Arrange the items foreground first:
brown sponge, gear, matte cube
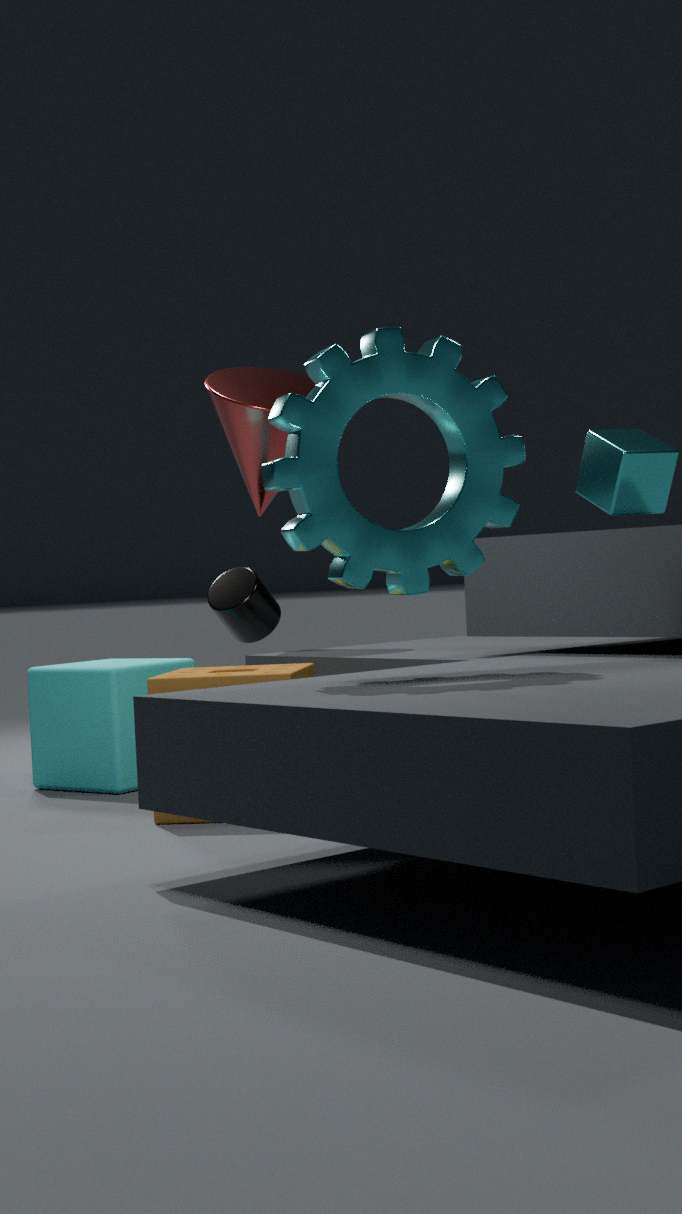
gear
brown sponge
matte cube
